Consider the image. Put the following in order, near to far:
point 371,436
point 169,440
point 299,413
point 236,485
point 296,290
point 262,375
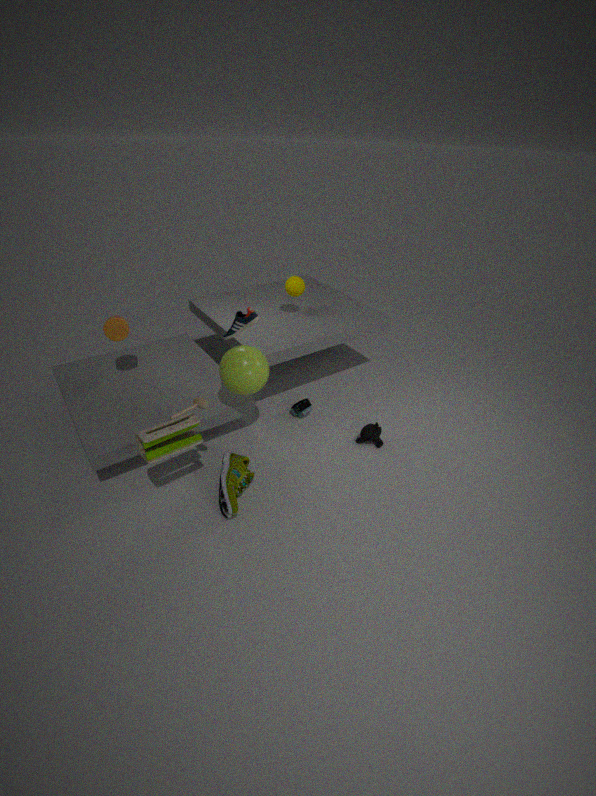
point 169,440
point 236,485
point 262,375
point 371,436
point 299,413
point 296,290
